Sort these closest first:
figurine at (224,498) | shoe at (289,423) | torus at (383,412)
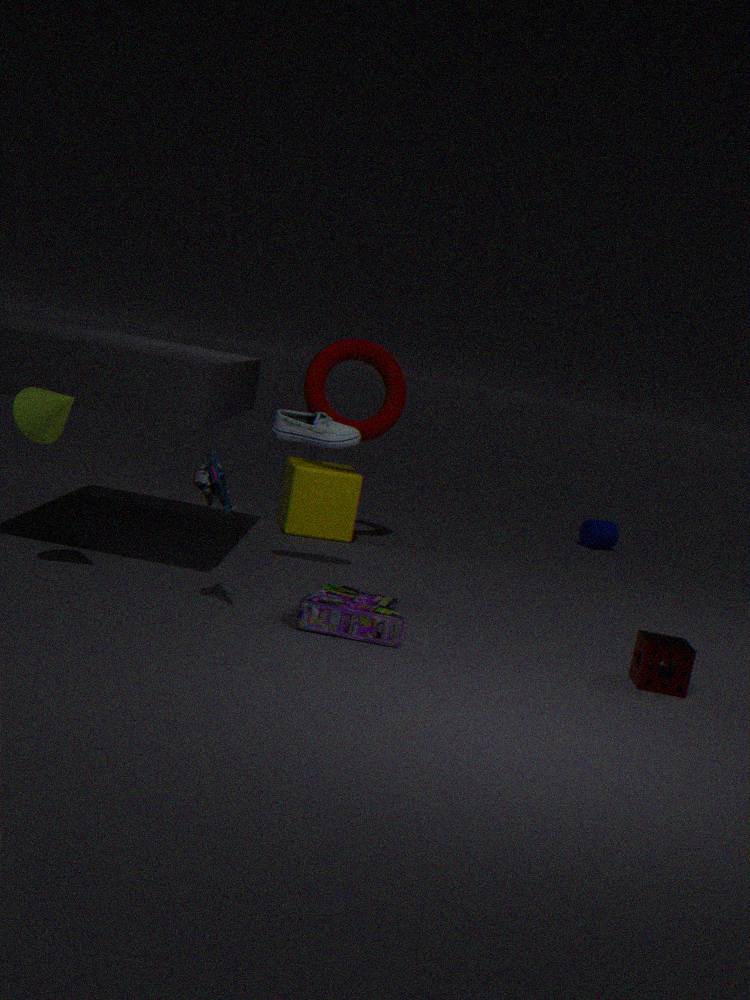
figurine at (224,498)
shoe at (289,423)
torus at (383,412)
